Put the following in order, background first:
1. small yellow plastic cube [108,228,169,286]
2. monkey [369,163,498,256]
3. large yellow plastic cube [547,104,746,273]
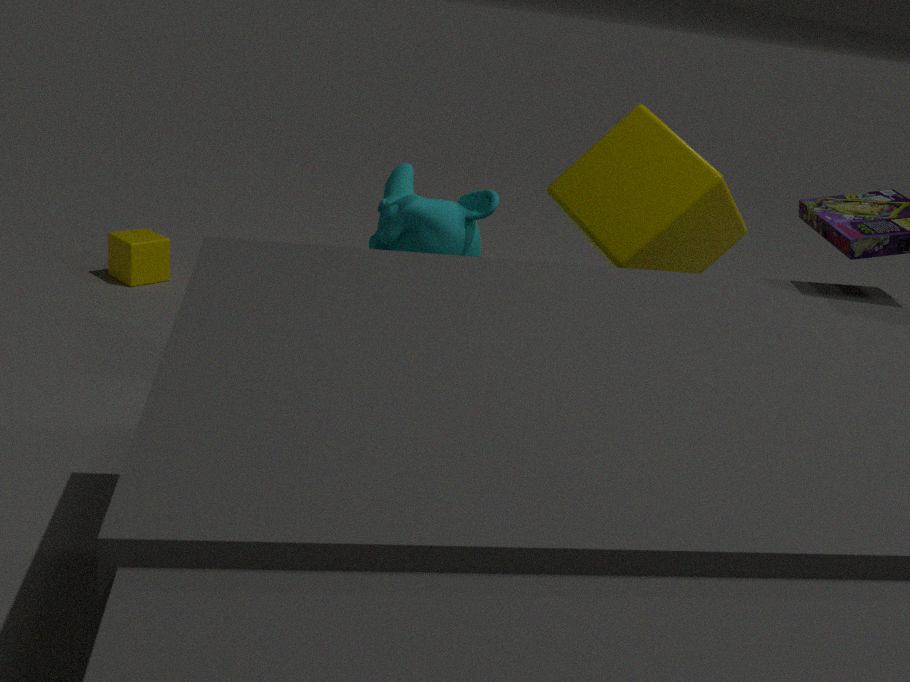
small yellow plastic cube [108,228,169,286], monkey [369,163,498,256], large yellow plastic cube [547,104,746,273]
